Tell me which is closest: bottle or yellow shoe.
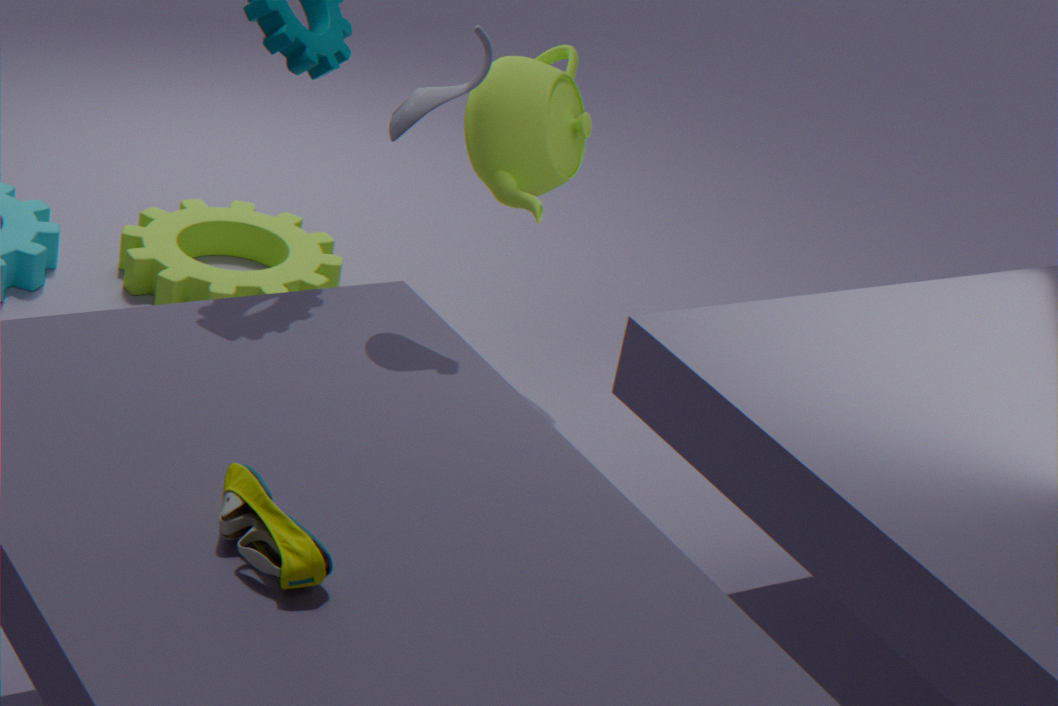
yellow shoe
